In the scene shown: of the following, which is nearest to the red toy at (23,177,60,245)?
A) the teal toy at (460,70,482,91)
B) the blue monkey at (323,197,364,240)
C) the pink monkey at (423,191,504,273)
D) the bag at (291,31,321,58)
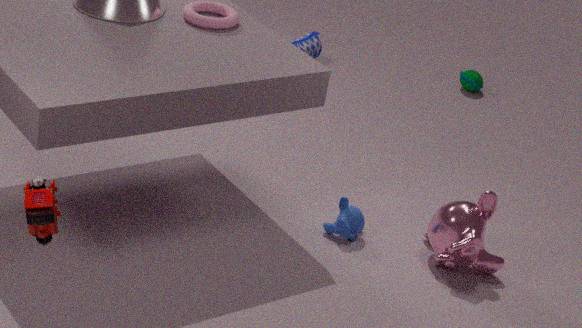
the blue monkey at (323,197,364,240)
